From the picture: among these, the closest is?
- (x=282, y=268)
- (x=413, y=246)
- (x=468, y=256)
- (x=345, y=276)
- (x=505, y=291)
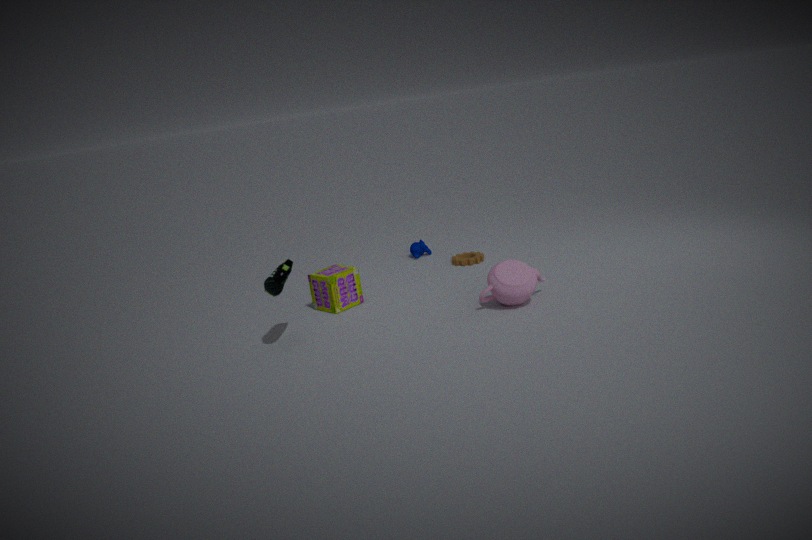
(x=282, y=268)
